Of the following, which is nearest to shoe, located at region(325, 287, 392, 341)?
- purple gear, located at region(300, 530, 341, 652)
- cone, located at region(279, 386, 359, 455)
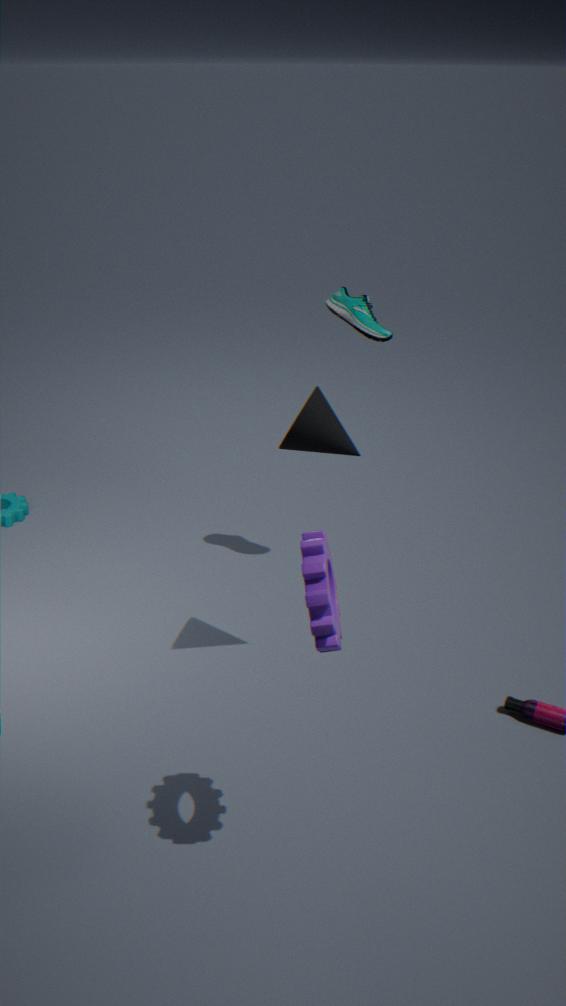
cone, located at region(279, 386, 359, 455)
